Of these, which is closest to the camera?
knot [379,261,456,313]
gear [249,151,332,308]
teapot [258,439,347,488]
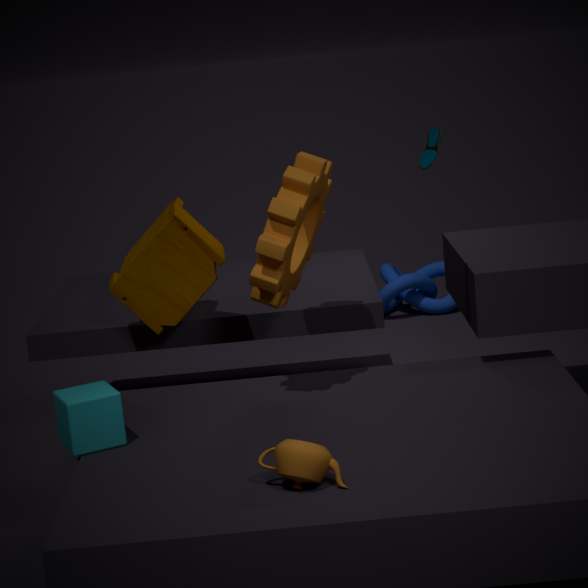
teapot [258,439,347,488]
